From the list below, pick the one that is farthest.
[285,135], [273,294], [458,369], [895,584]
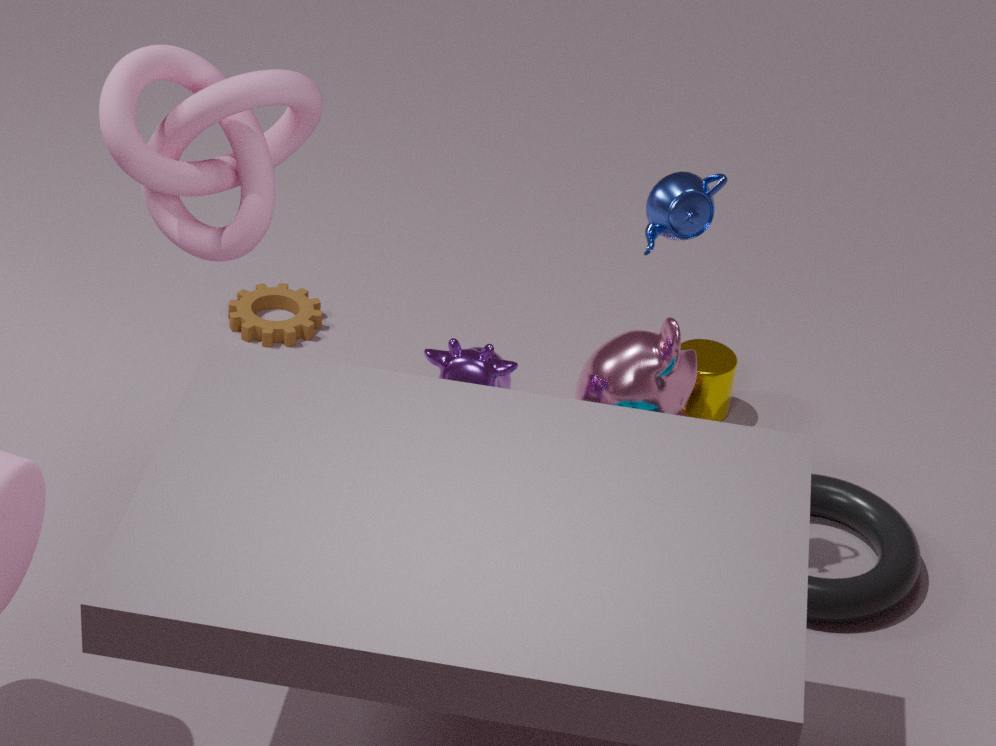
[273,294]
